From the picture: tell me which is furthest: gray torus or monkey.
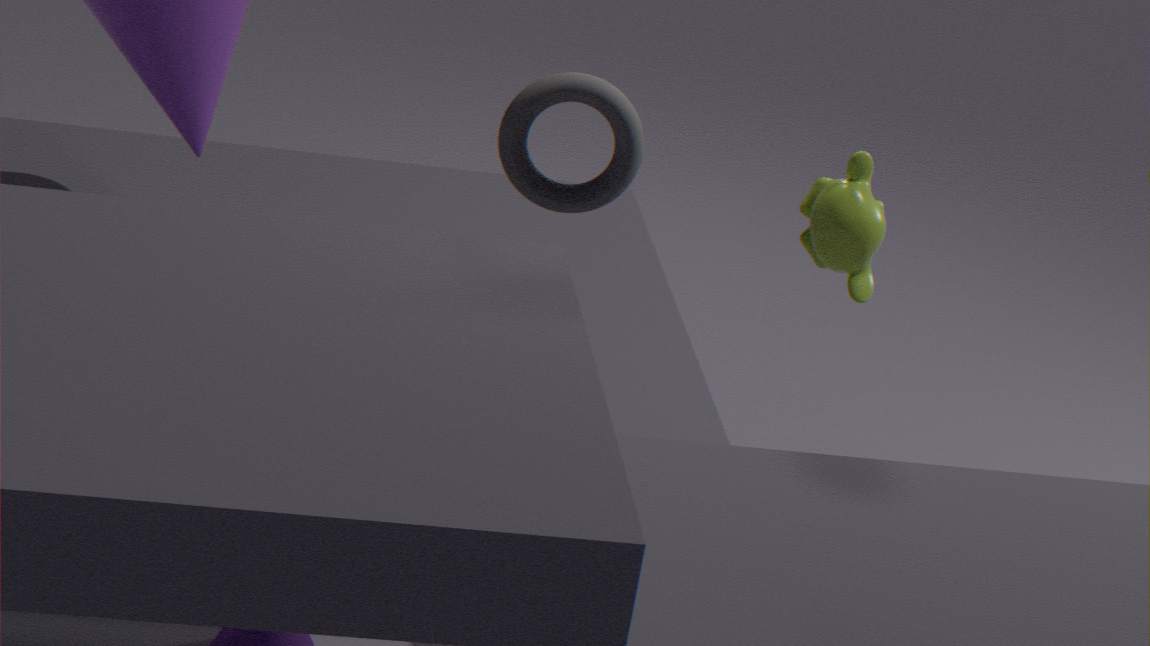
gray torus
